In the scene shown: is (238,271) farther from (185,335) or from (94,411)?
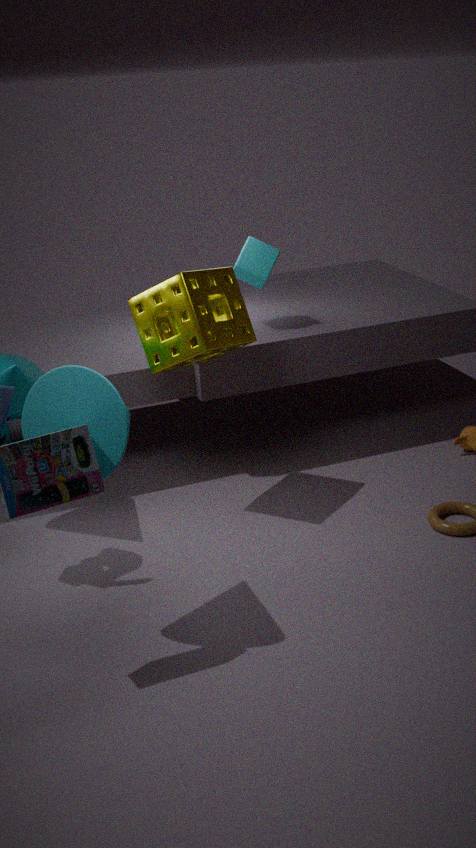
(94,411)
